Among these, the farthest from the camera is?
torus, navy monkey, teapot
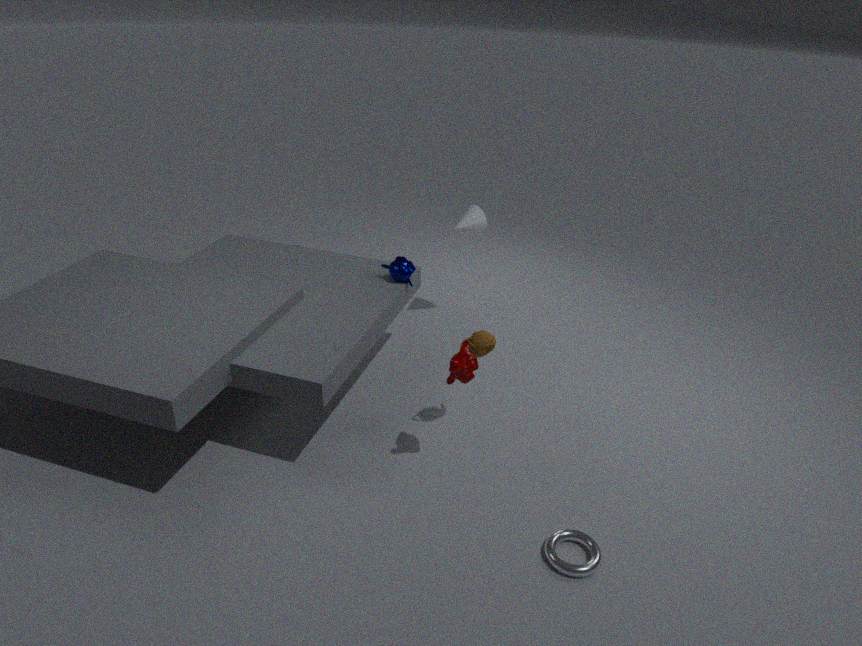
navy monkey
